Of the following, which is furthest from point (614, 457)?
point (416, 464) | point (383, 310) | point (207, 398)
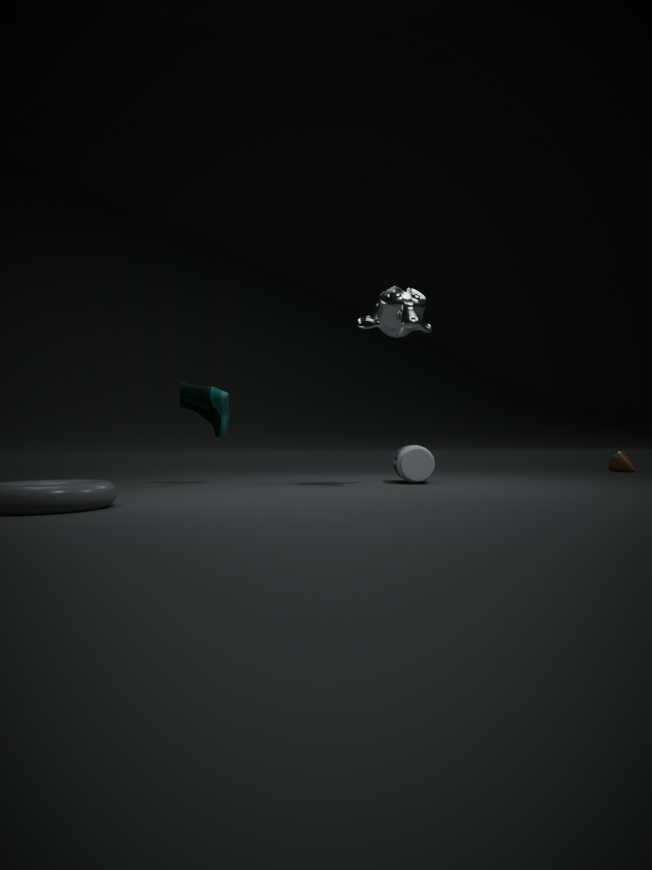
point (207, 398)
